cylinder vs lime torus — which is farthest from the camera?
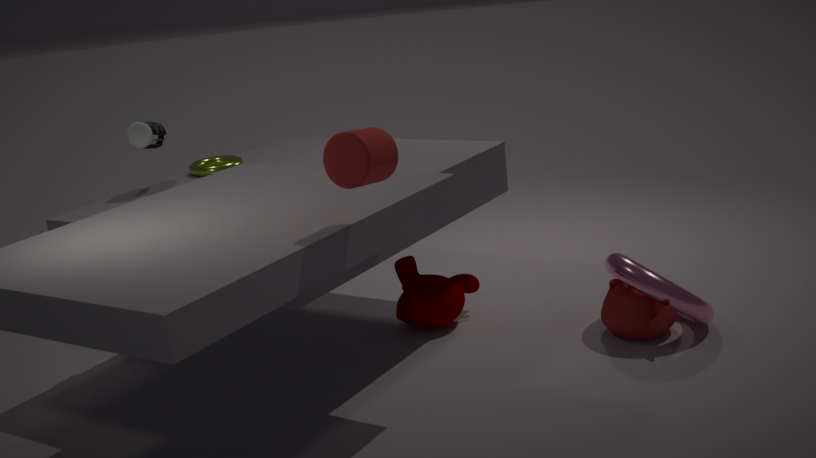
lime torus
